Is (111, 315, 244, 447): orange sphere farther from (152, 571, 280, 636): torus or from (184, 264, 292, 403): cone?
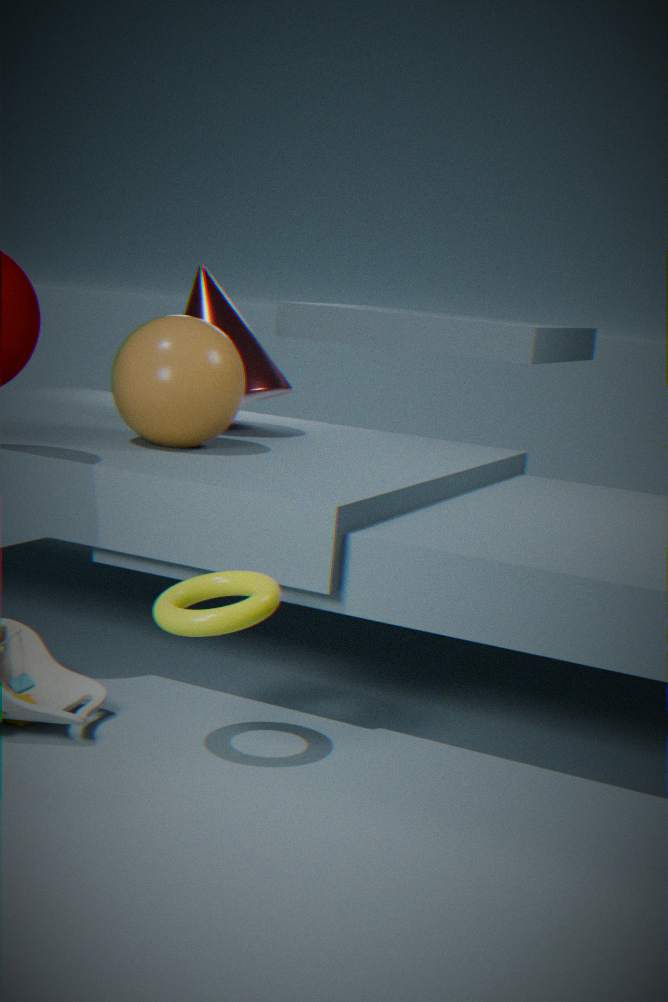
(152, 571, 280, 636): torus
